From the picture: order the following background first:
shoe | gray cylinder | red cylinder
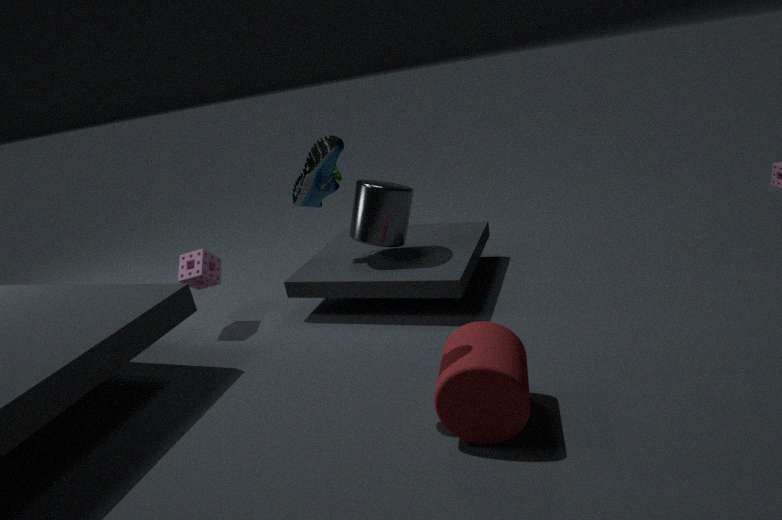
gray cylinder → shoe → red cylinder
